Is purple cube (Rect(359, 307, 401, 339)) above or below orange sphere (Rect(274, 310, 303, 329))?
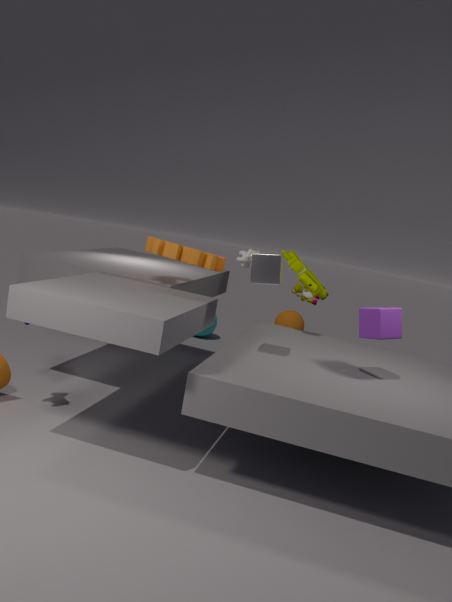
above
